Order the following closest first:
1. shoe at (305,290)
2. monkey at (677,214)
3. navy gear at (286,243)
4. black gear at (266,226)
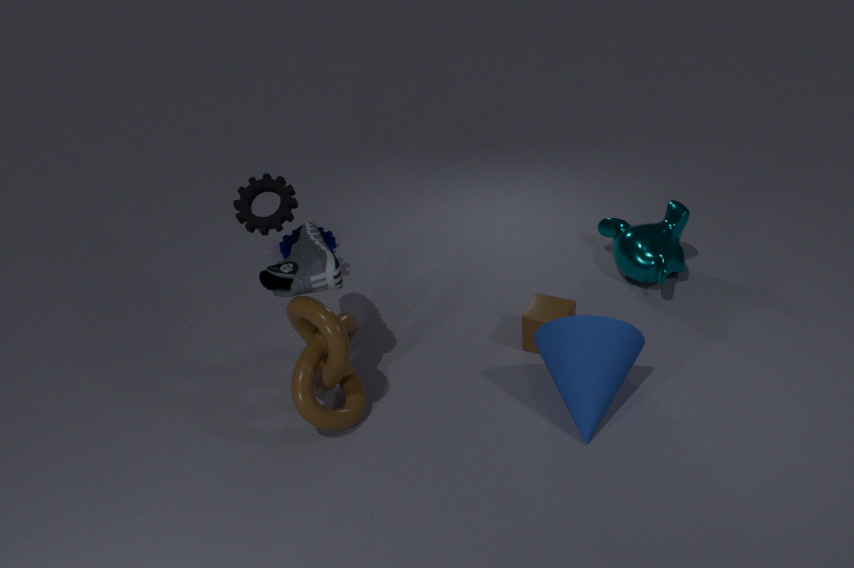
shoe at (305,290), black gear at (266,226), monkey at (677,214), navy gear at (286,243)
